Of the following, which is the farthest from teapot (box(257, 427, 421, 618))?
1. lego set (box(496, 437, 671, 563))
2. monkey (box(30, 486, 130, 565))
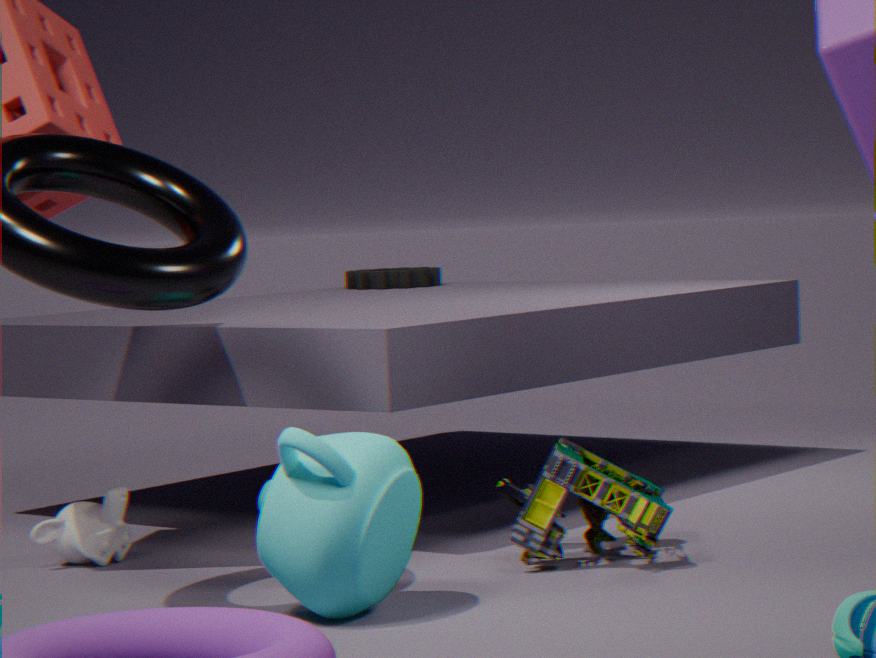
monkey (box(30, 486, 130, 565))
